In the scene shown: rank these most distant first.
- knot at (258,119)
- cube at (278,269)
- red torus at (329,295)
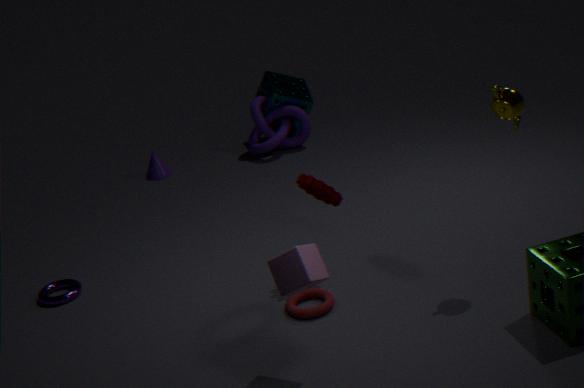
1. knot at (258,119)
2. red torus at (329,295)
3. cube at (278,269)
